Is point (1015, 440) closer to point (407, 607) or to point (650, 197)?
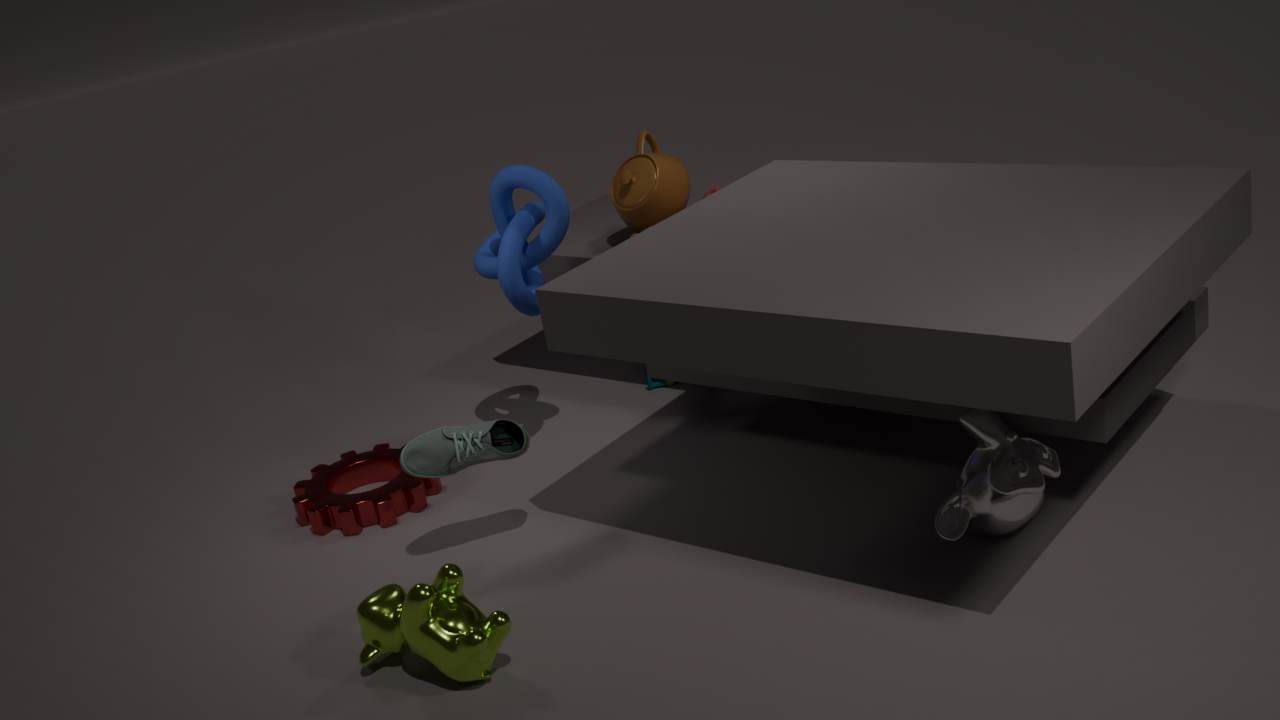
point (407, 607)
